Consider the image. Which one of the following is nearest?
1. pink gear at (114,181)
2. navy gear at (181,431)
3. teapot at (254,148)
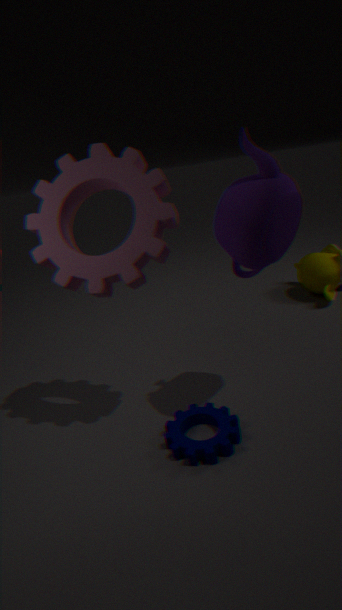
teapot at (254,148)
